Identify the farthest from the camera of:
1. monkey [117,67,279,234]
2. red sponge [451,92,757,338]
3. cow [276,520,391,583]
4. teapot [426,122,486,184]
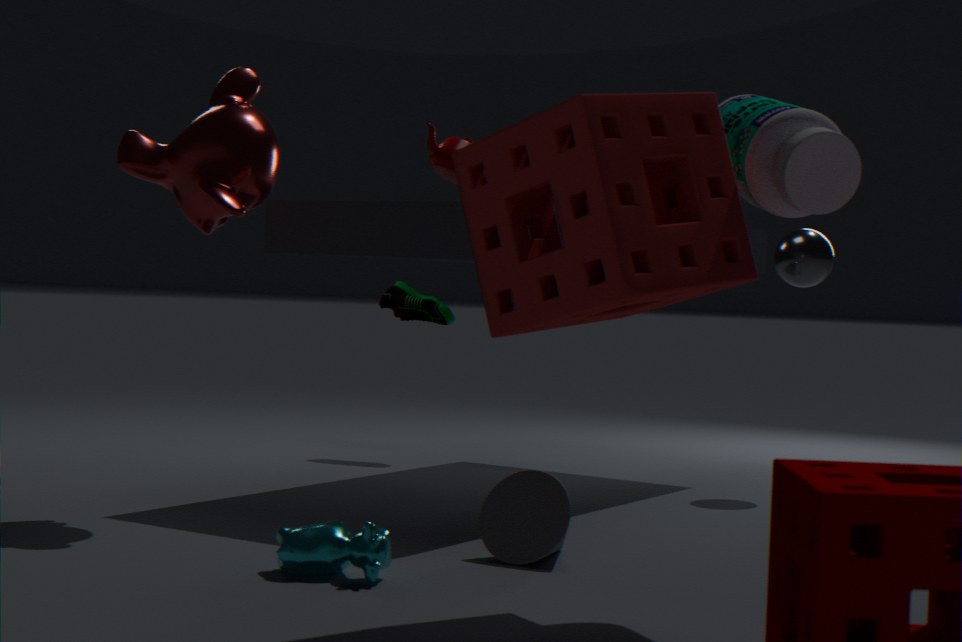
teapot [426,122,486,184]
